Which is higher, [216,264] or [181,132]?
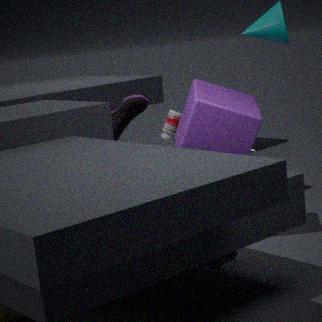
[181,132]
